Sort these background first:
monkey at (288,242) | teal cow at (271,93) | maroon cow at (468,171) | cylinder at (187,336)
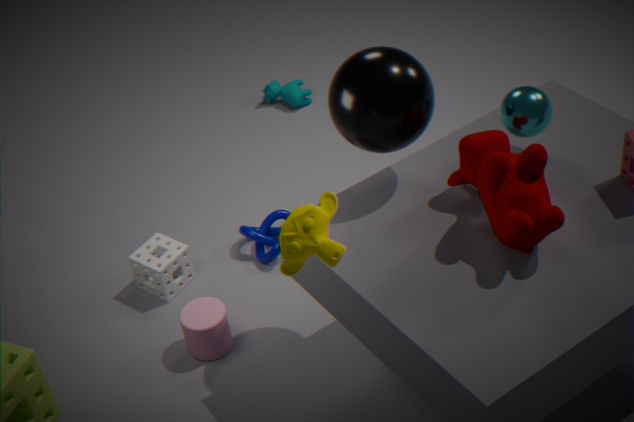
1. teal cow at (271,93)
2. cylinder at (187,336)
3. maroon cow at (468,171)
4. monkey at (288,242)
